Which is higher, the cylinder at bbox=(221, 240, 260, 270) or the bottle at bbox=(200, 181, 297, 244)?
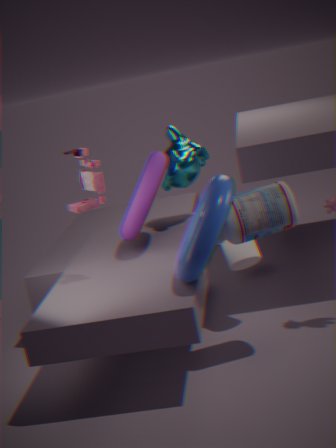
the bottle at bbox=(200, 181, 297, 244)
